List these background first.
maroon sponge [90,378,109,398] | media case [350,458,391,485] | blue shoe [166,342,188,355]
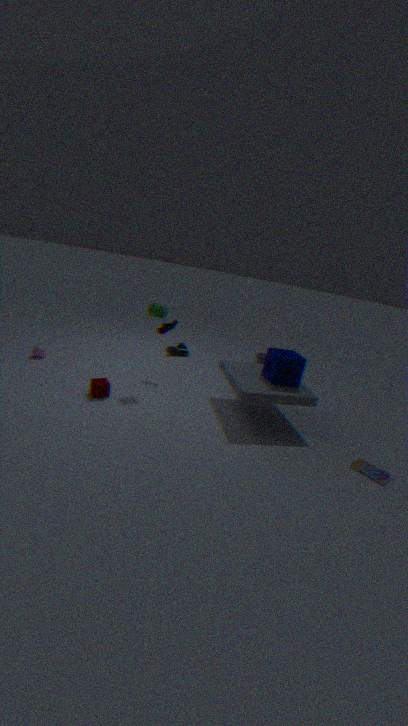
blue shoe [166,342,188,355] → maroon sponge [90,378,109,398] → media case [350,458,391,485]
